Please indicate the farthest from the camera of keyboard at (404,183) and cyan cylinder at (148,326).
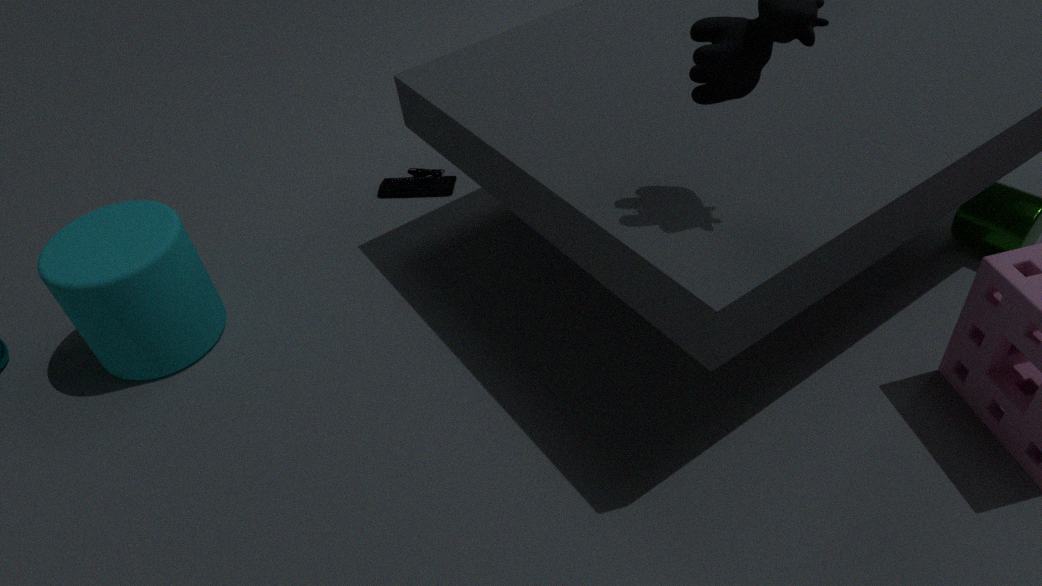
keyboard at (404,183)
